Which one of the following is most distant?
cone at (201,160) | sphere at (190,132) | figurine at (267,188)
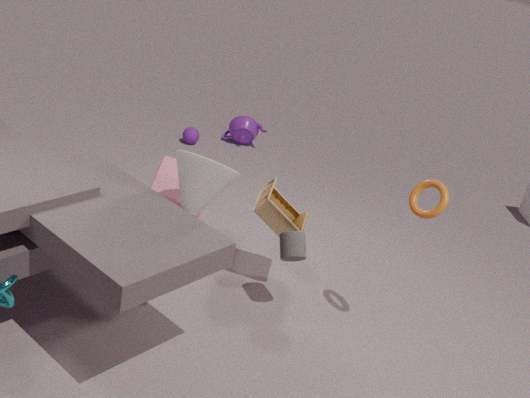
sphere at (190,132)
